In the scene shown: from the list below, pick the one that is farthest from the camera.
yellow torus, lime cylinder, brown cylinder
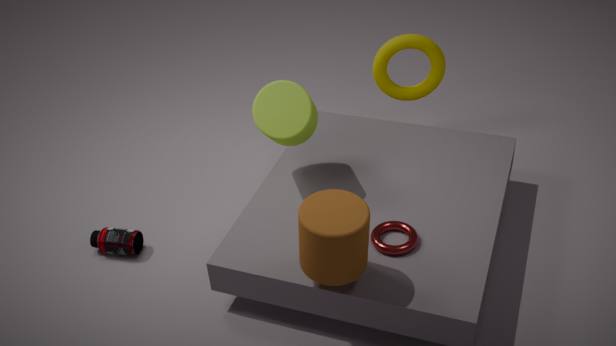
yellow torus
